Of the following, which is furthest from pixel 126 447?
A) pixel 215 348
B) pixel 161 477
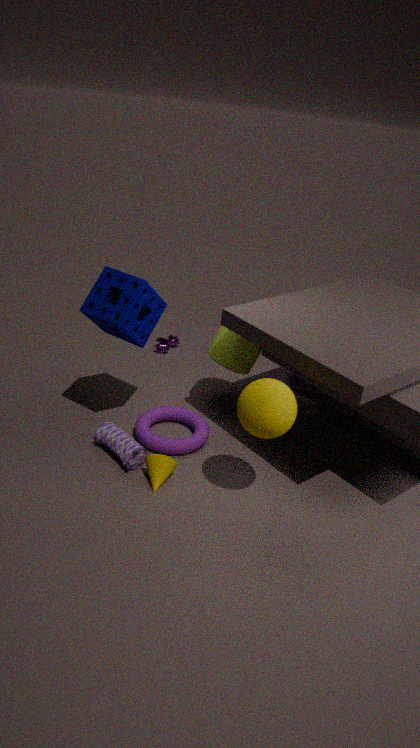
pixel 215 348
